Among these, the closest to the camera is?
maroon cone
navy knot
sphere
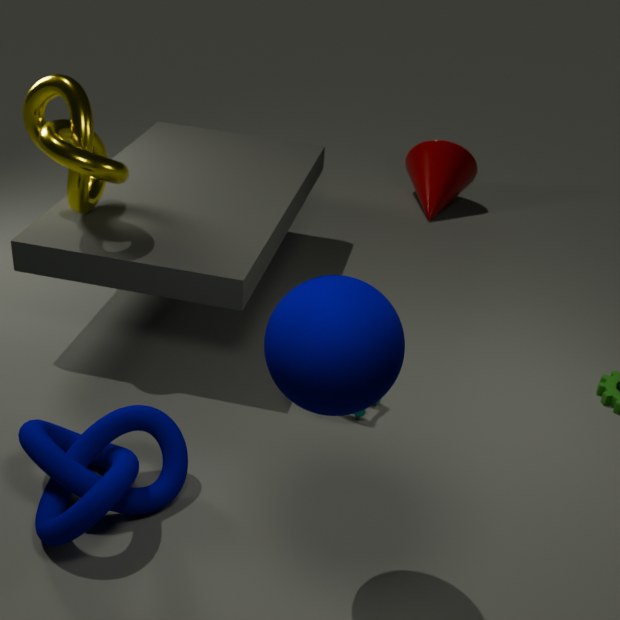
sphere
